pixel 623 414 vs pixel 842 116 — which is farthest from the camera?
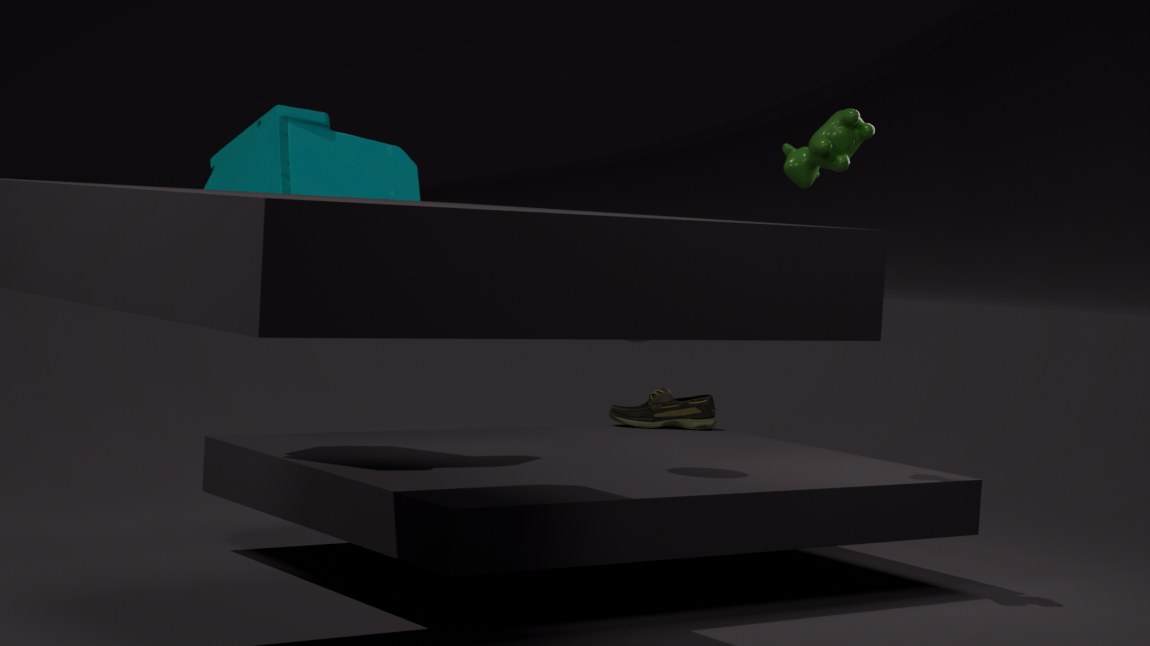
pixel 623 414
